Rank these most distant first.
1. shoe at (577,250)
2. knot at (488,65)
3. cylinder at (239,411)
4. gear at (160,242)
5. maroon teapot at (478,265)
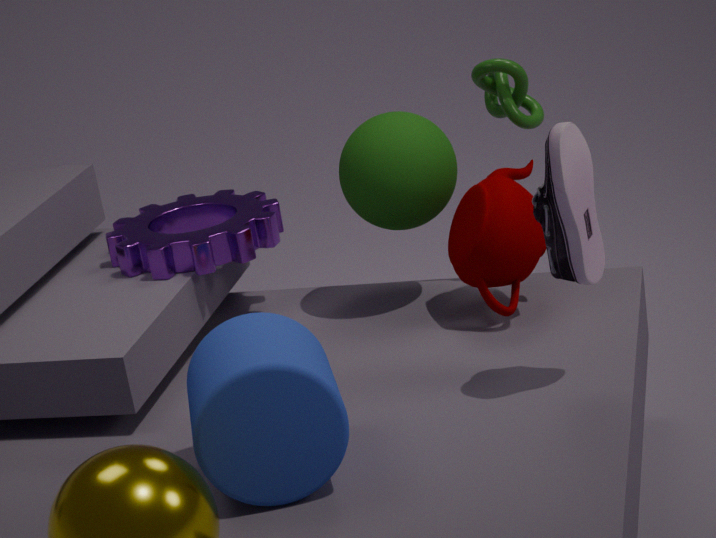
knot at (488,65) → gear at (160,242) → maroon teapot at (478,265) → shoe at (577,250) → cylinder at (239,411)
